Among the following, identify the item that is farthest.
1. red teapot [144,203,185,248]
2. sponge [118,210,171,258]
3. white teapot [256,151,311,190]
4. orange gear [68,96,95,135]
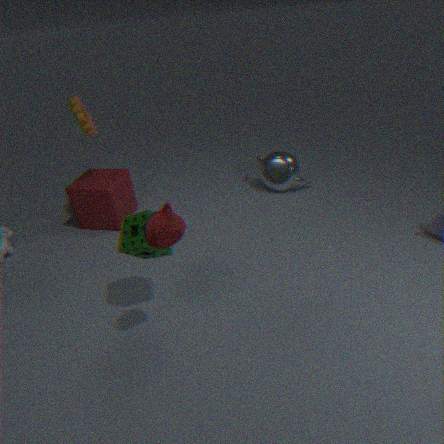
white teapot [256,151,311,190]
